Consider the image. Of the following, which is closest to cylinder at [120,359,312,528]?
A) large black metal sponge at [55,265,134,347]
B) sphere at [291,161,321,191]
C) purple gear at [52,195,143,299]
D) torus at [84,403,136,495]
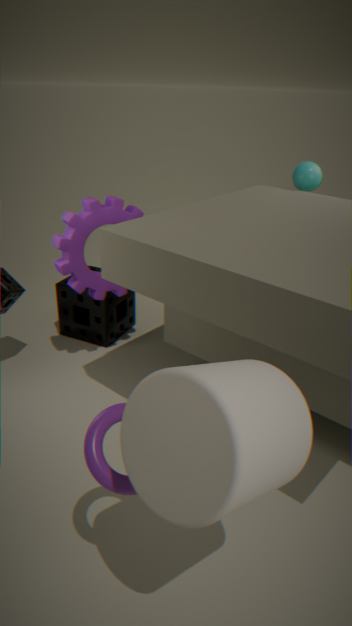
torus at [84,403,136,495]
